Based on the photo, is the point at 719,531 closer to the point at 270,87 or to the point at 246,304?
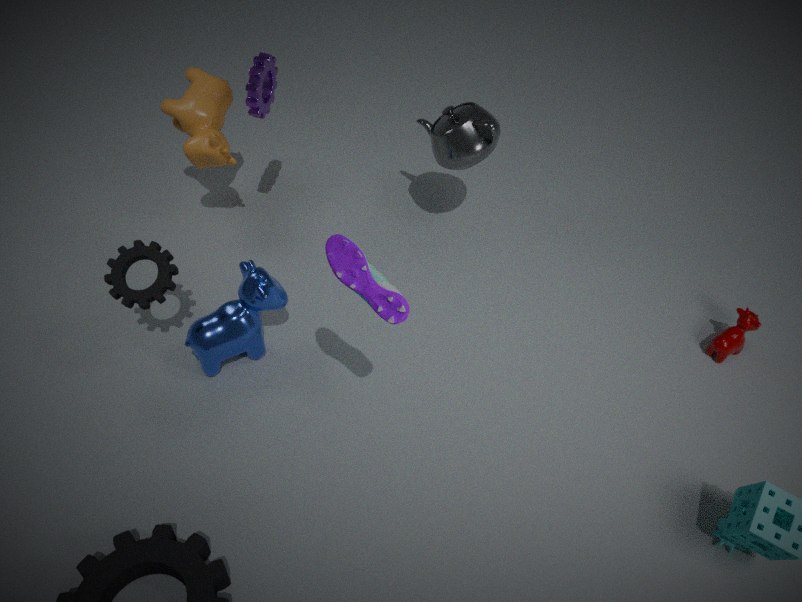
the point at 246,304
